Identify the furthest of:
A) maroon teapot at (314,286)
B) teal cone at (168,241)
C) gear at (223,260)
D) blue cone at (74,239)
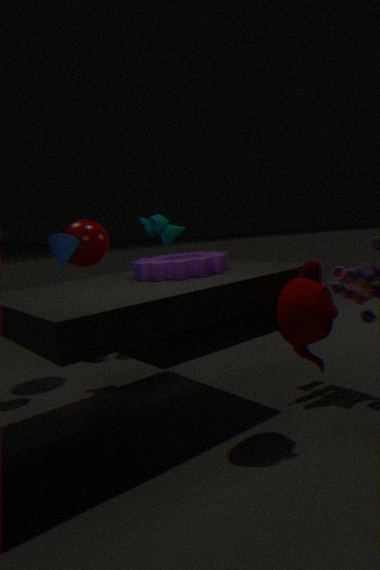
teal cone at (168,241)
